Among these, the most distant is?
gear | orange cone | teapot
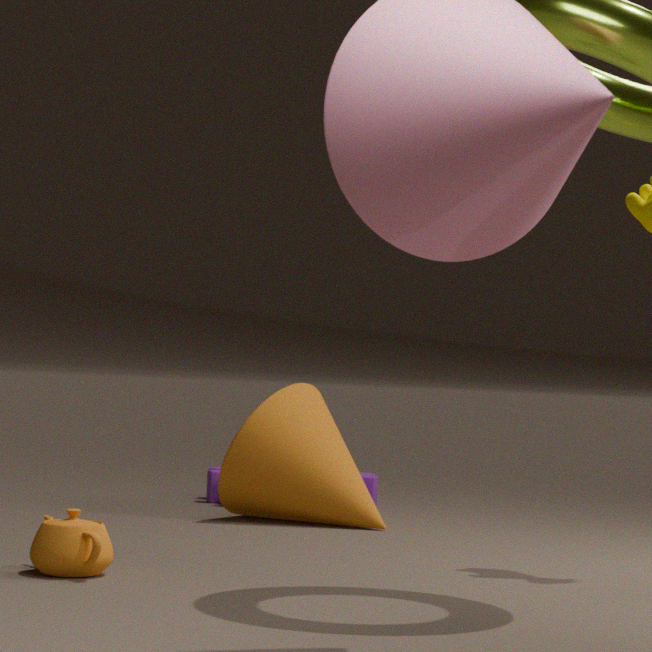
gear
